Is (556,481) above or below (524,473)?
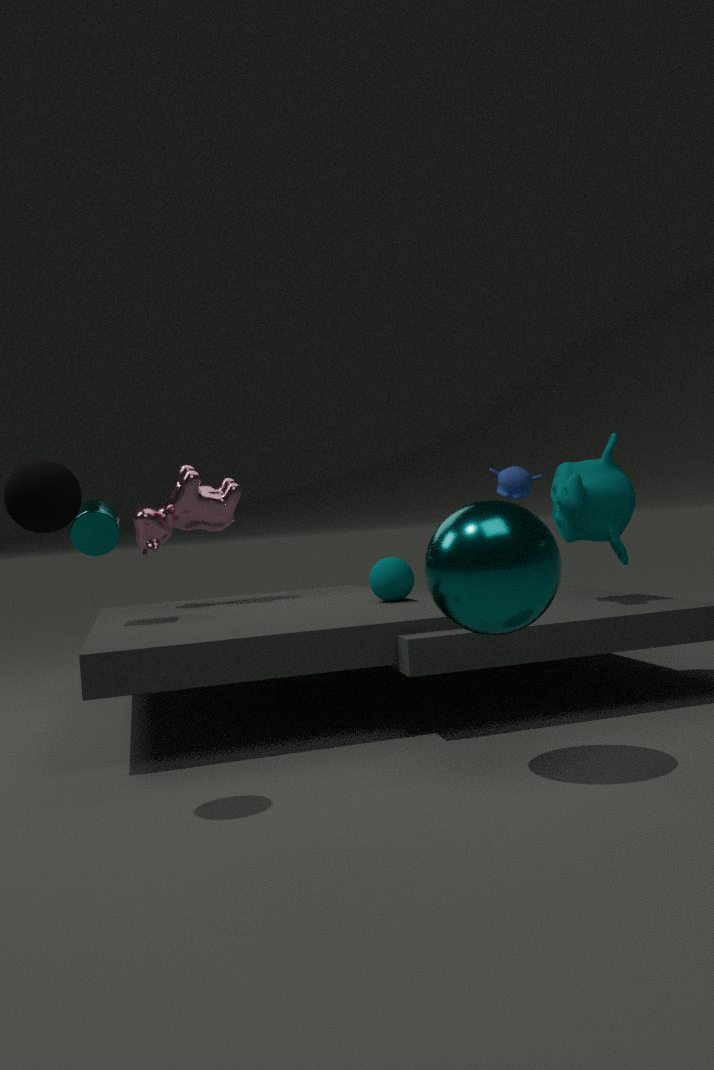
below
